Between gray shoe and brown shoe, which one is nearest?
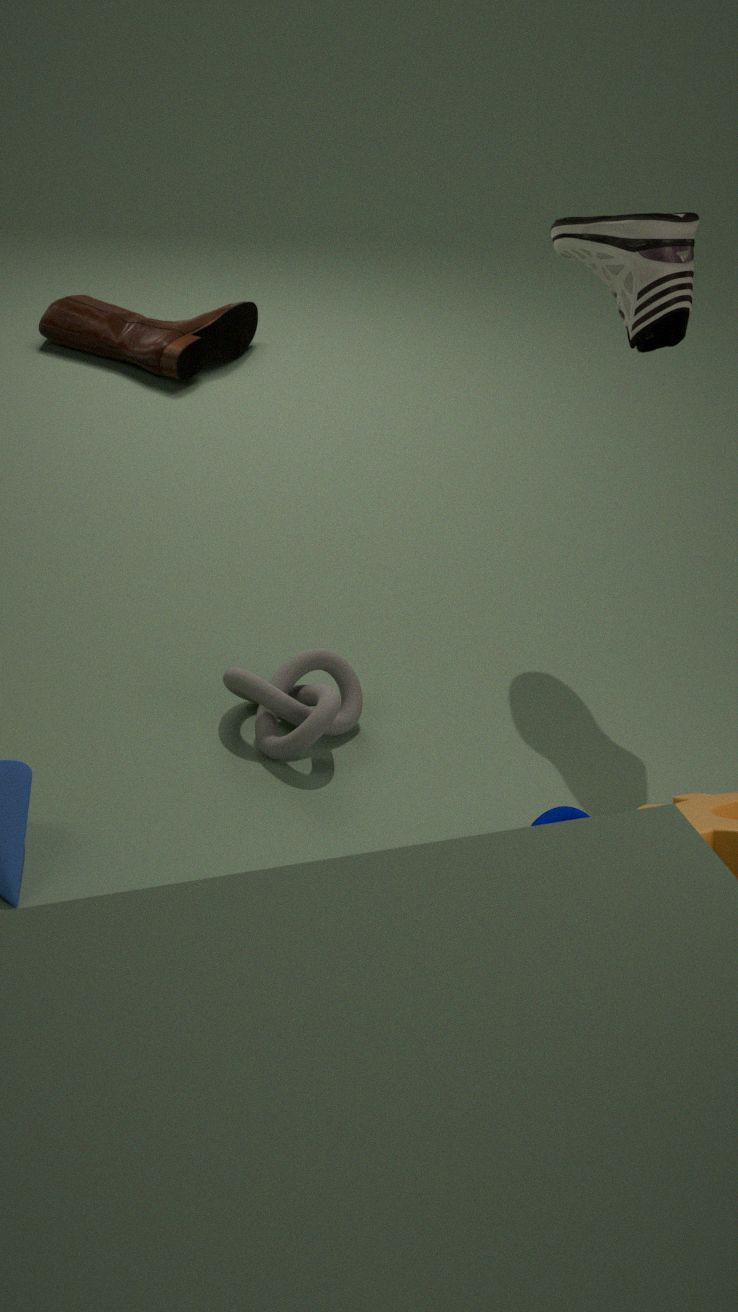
gray shoe
